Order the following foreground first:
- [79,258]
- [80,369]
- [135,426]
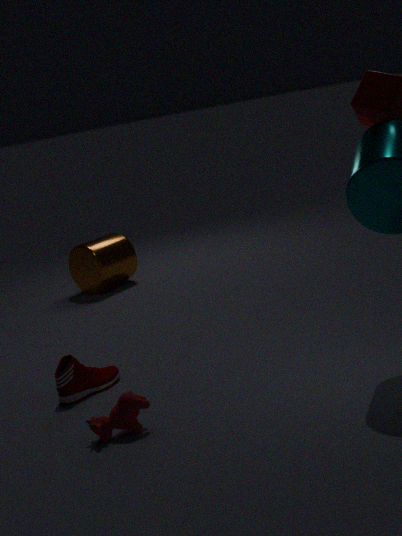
[135,426]
[80,369]
[79,258]
